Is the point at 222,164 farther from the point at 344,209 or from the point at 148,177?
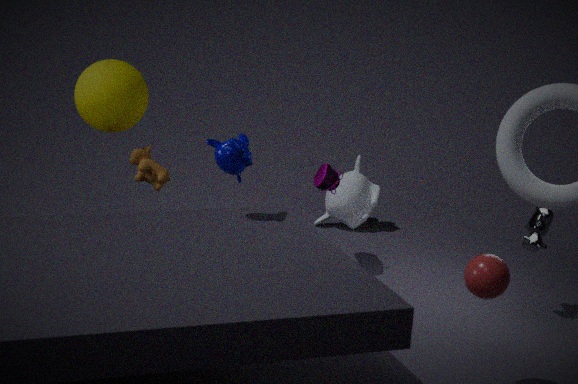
the point at 344,209
